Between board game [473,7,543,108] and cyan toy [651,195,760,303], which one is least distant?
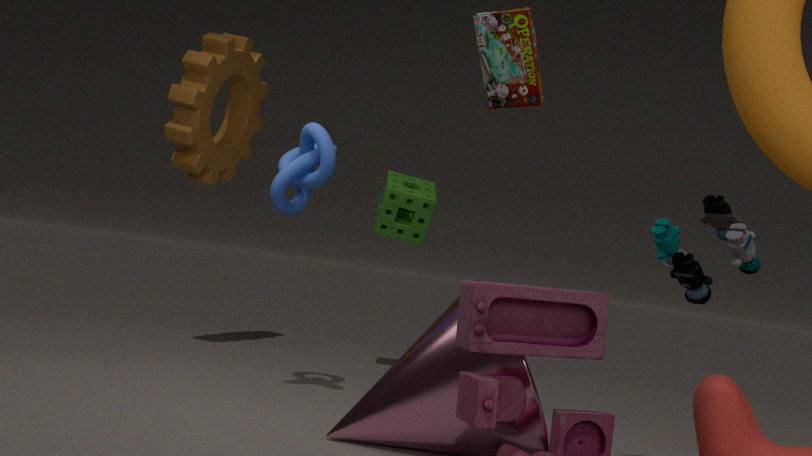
cyan toy [651,195,760,303]
